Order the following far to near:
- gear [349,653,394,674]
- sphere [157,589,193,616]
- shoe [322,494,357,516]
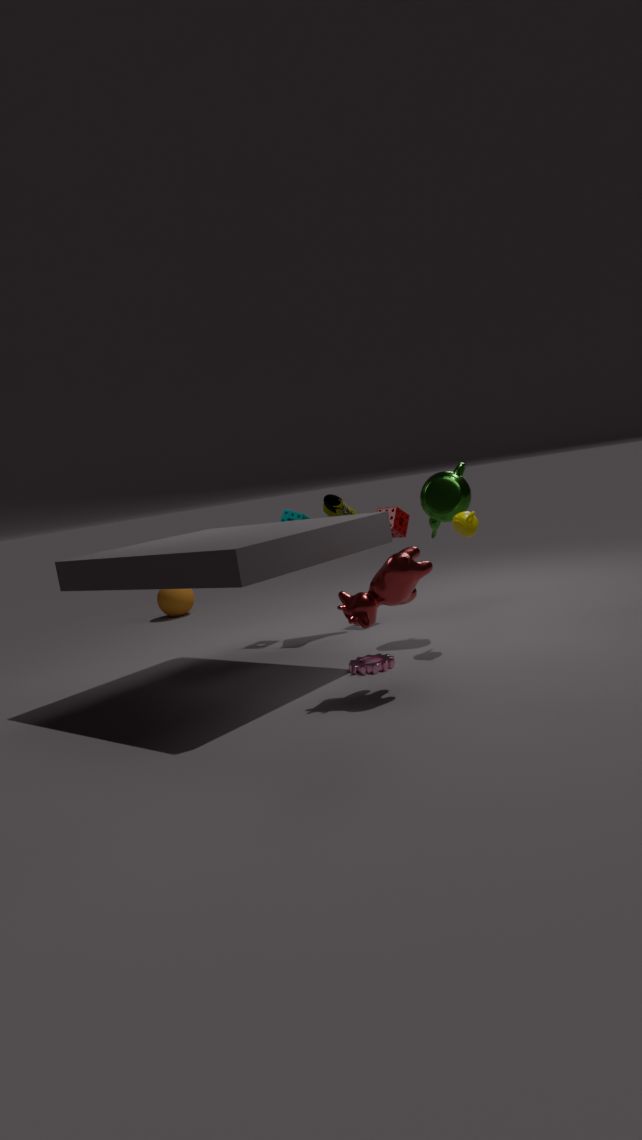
sphere [157,589,193,616] < shoe [322,494,357,516] < gear [349,653,394,674]
